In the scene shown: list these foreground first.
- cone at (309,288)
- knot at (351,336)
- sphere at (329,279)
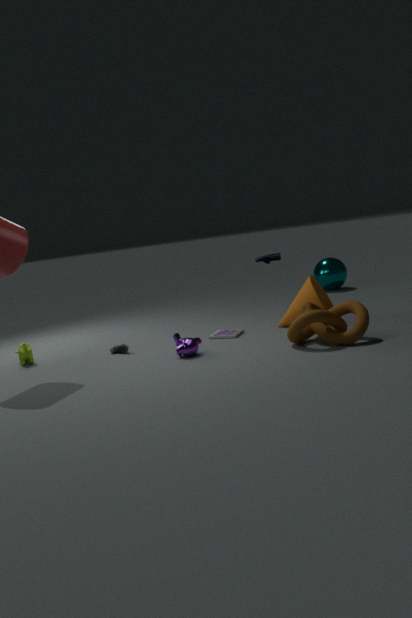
1. knot at (351,336)
2. cone at (309,288)
3. sphere at (329,279)
